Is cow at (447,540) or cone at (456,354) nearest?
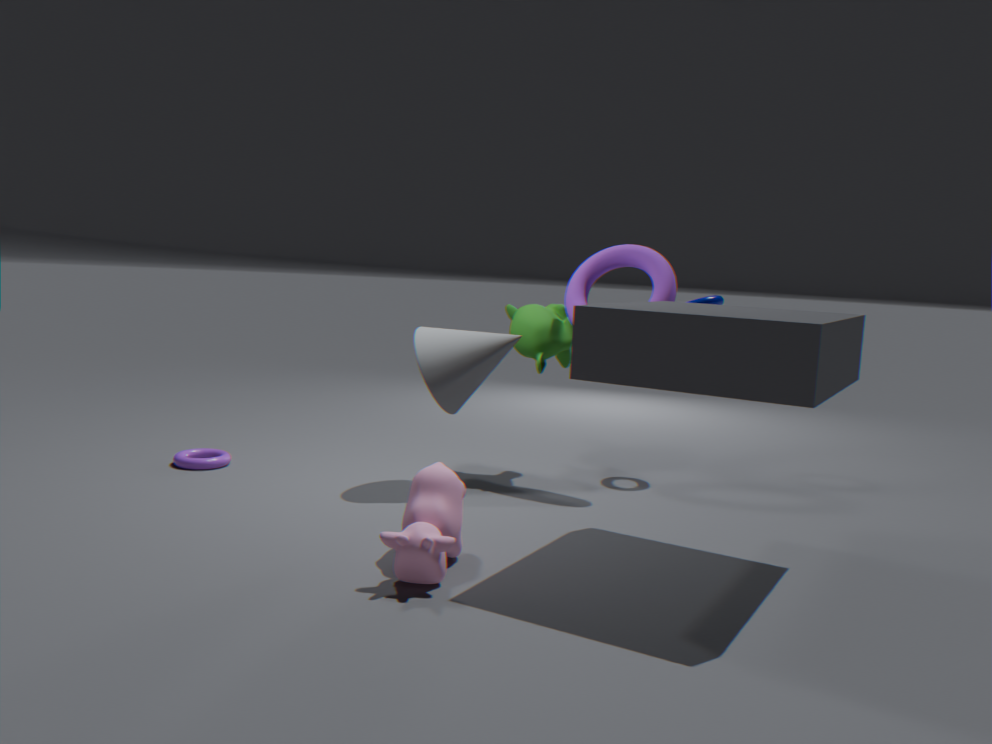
cow at (447,540)
